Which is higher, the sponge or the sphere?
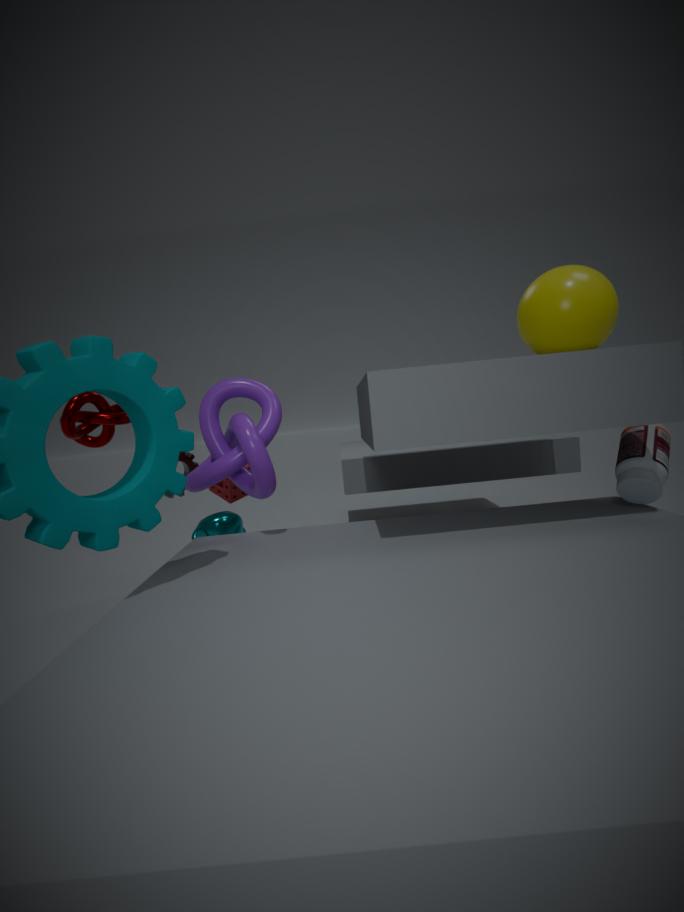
the sphere
